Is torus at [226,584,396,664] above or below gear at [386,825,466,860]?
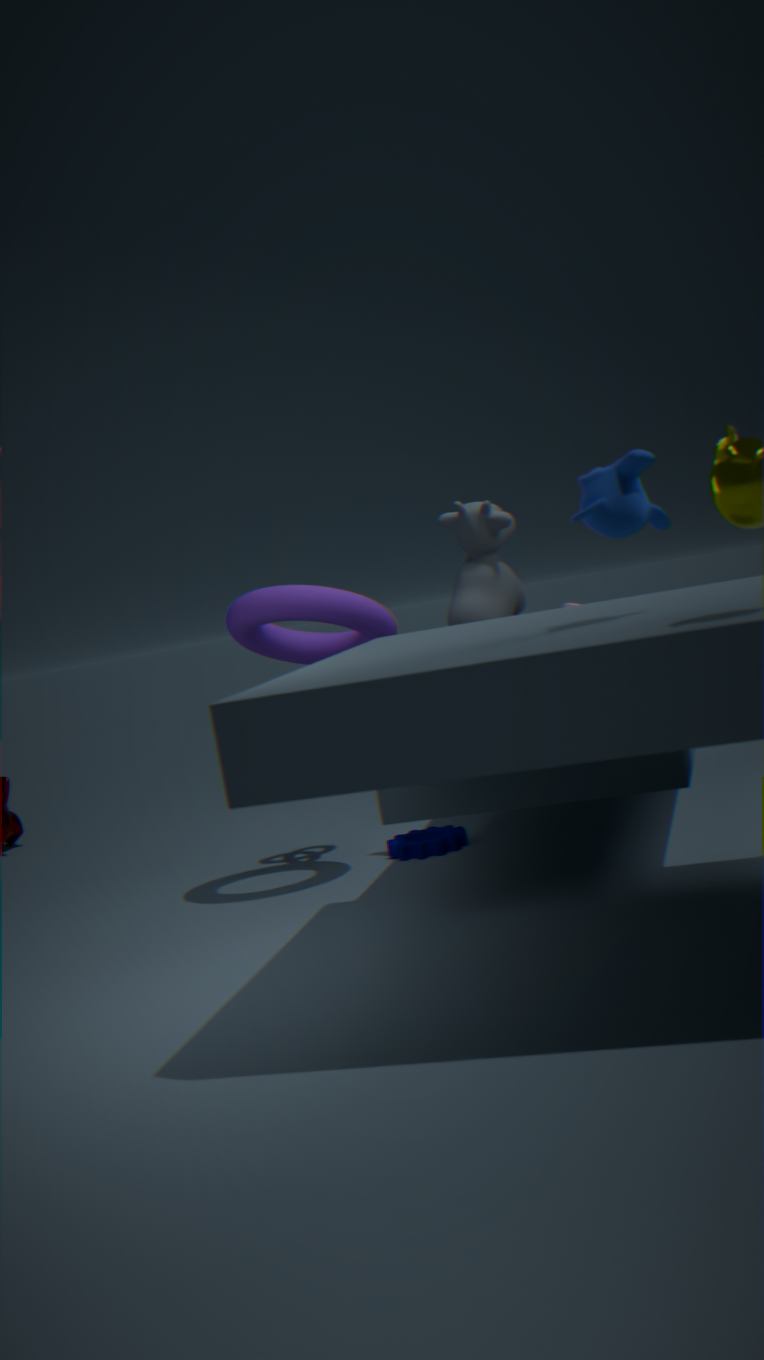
above
